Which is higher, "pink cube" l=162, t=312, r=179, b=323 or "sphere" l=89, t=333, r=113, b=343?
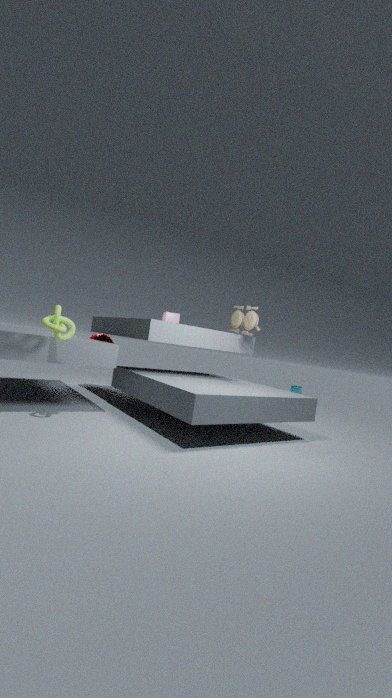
"pink cube" l=162, t=312, r=179, b=323
